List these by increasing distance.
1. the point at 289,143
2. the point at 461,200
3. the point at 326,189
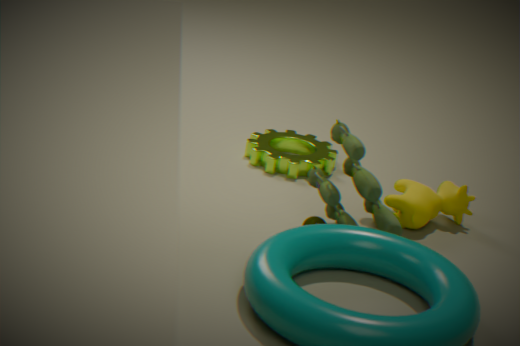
the point at 326,189 → the point at 461,200 → the point at 289,143
